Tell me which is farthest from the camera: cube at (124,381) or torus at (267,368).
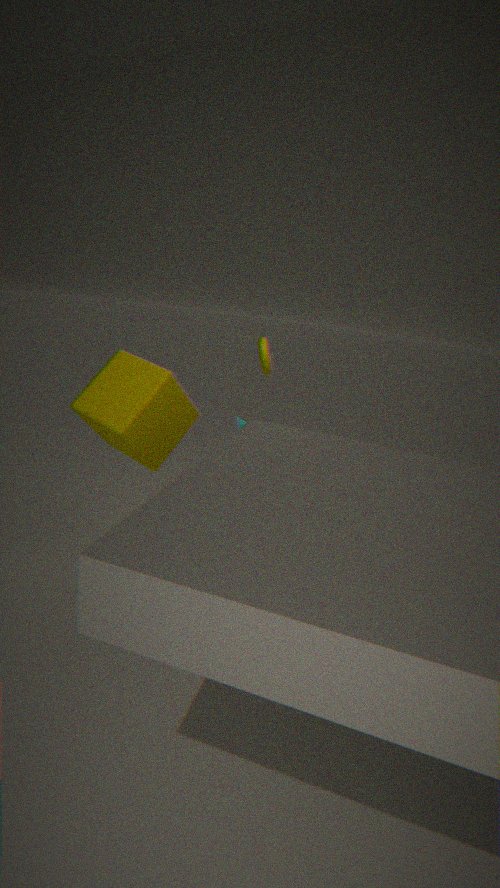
torus at (267,368)
